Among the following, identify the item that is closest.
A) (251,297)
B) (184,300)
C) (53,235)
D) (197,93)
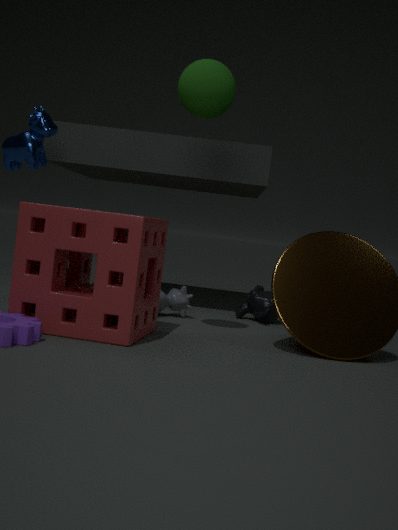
(53,235)
